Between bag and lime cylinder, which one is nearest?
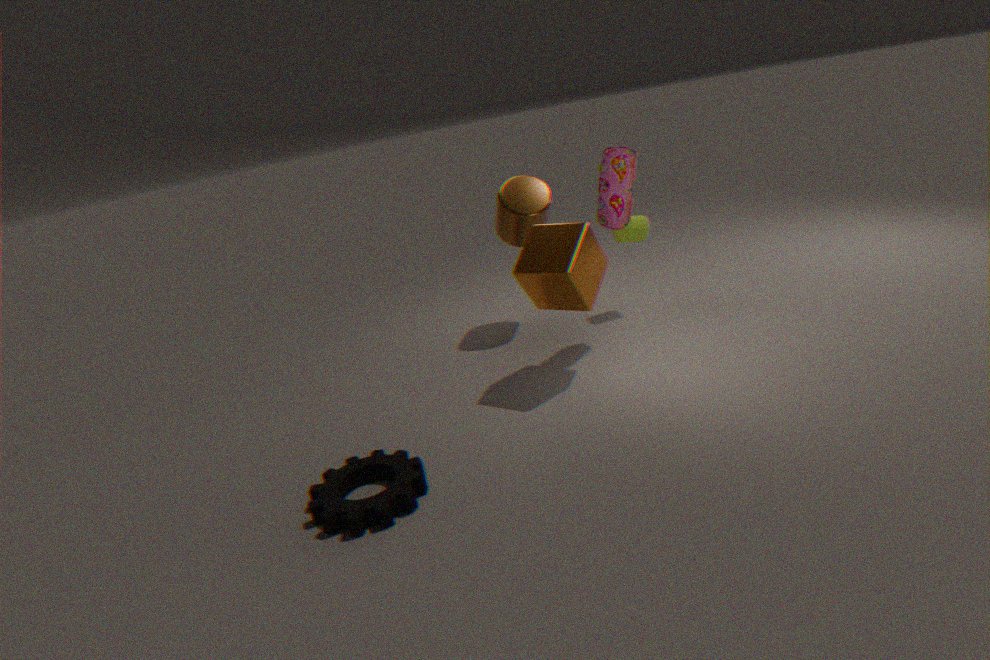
bag
